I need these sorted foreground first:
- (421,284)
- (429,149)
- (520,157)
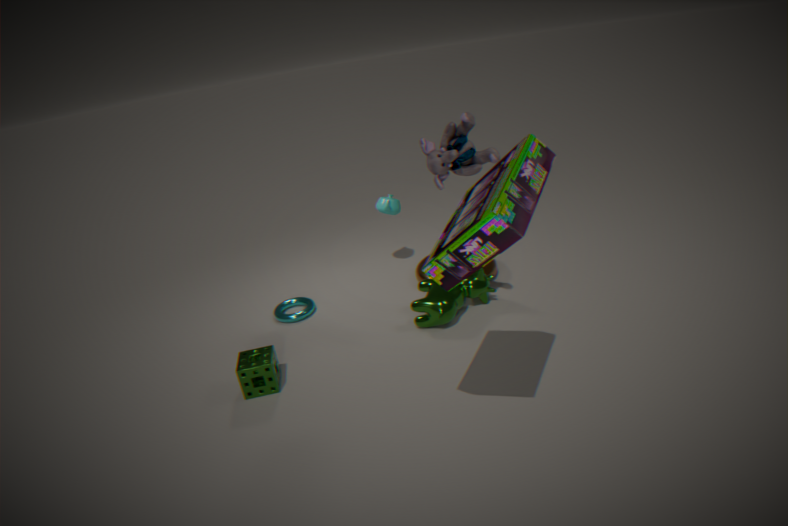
(520,157) → (429,149) → (421,284)
